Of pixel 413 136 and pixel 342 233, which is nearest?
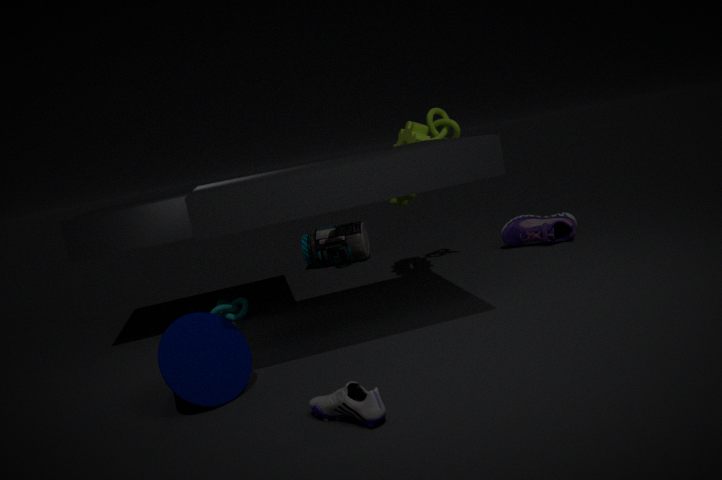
pixel 413 136
